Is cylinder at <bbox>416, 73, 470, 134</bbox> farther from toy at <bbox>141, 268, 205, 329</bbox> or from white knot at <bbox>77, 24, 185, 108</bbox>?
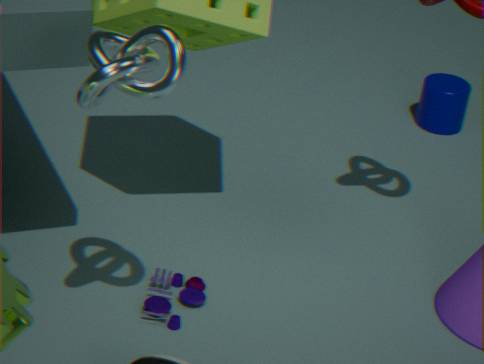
white knot at <bbox>77, 24, 185, 108</bbox>
